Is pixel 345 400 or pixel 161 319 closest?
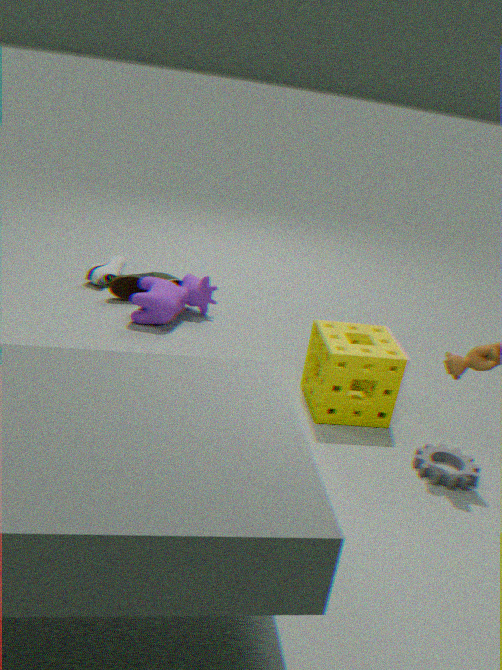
pixel 345 400
